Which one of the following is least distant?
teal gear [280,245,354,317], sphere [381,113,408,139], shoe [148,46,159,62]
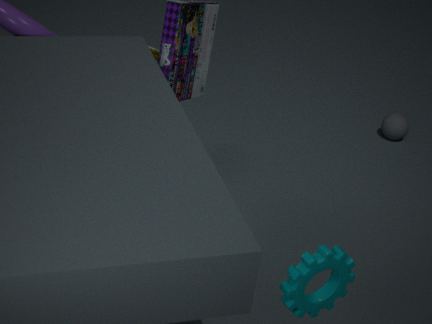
teal gear [280,245,354,317]
